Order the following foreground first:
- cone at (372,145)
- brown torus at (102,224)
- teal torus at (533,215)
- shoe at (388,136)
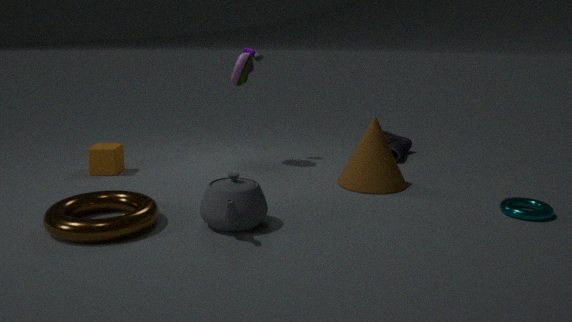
1. brown torus at (102,224)
2. teal torus at (533,215)
3. cone at (372,145)
4. shoe at (388,136)
